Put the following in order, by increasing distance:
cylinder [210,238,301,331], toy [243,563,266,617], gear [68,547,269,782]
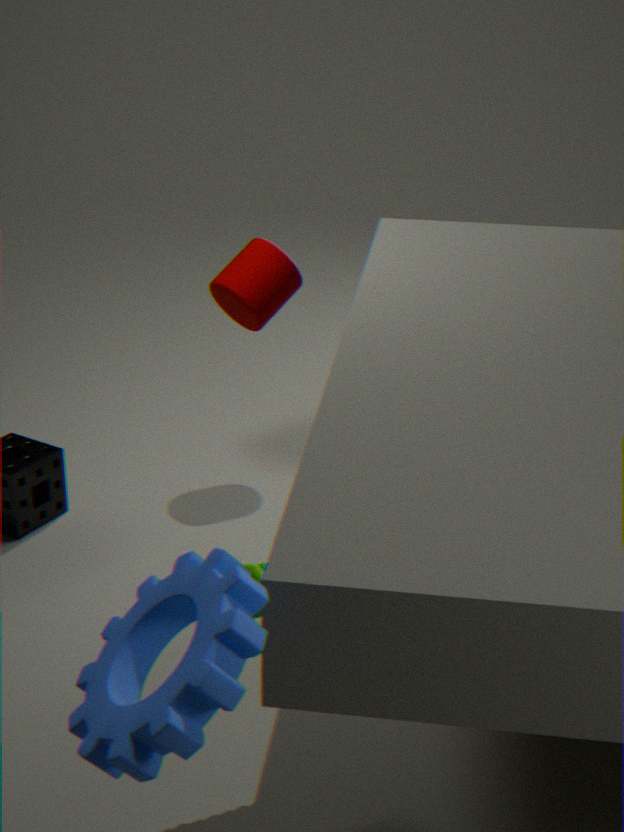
1. gear [68,547,269,782]
2. toy [243,563,266,617]
3. cylinder [210,238,301,331]
